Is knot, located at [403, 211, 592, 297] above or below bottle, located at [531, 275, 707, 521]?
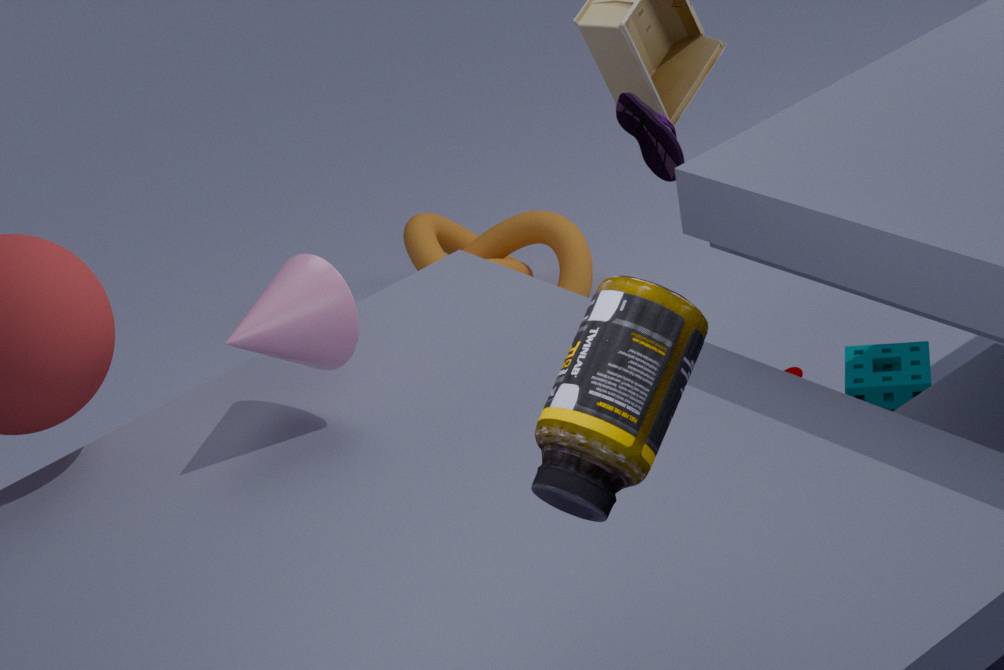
below
